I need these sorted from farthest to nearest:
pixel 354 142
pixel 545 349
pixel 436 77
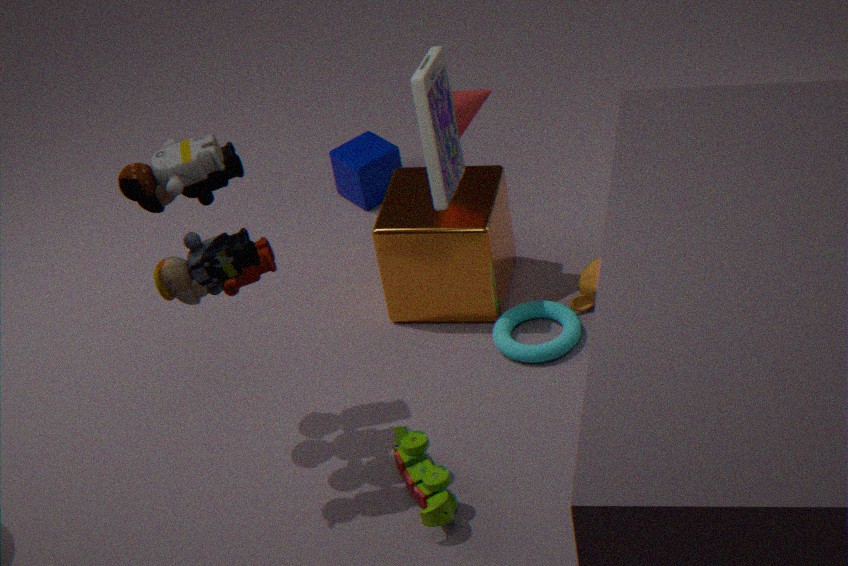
1. pixel 354 142
2. pixel 545 349
3. pixel 436 77
